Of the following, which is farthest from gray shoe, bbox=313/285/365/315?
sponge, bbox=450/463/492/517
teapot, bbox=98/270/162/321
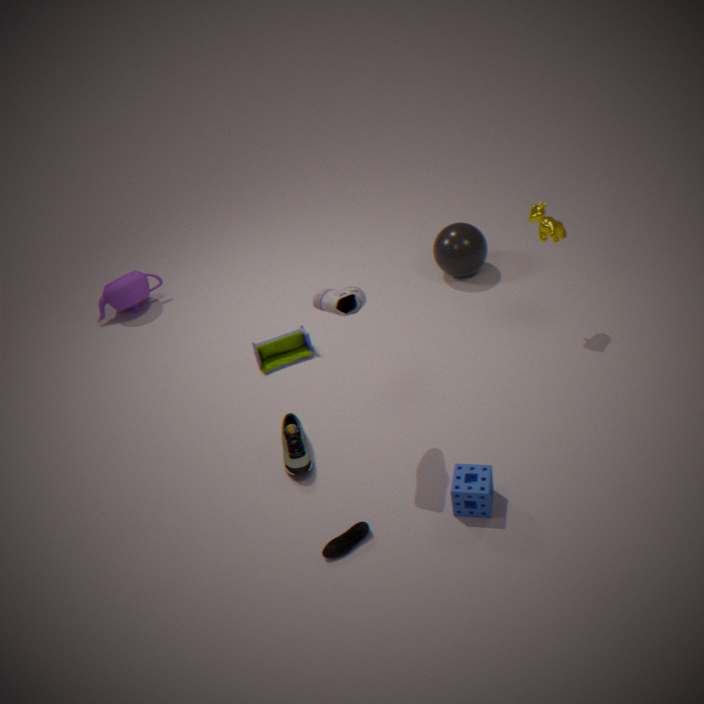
teapot, bbox=98/270/162/321
